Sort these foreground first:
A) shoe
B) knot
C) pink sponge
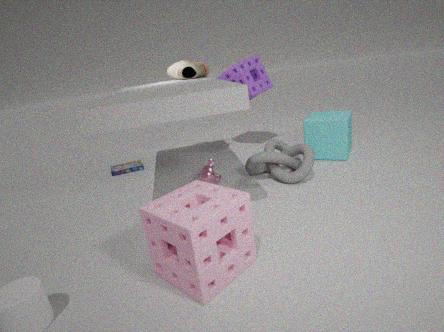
pink sponge → knot → shoe
